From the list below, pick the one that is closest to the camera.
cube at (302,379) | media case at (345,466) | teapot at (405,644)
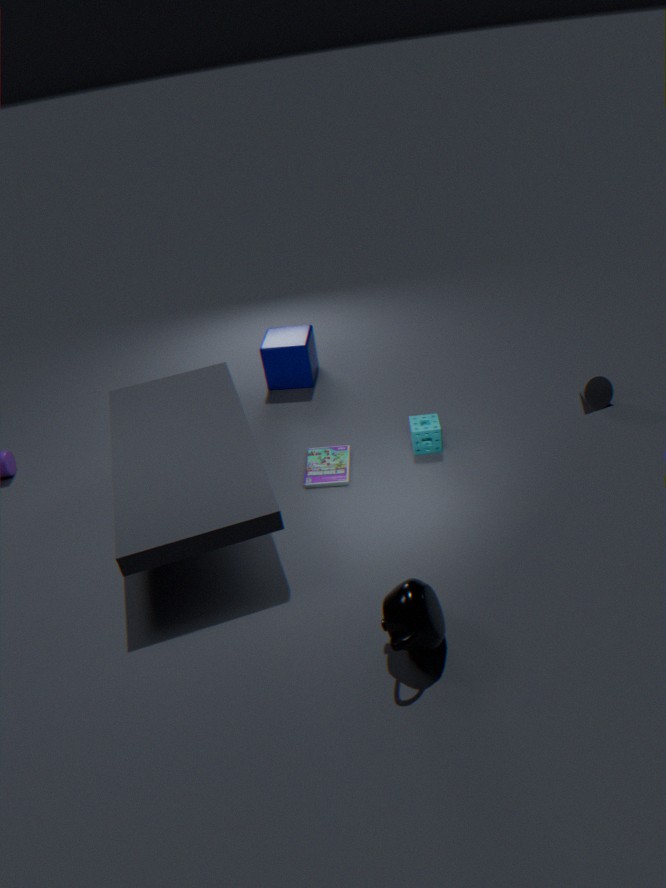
teapot at (405,644)
